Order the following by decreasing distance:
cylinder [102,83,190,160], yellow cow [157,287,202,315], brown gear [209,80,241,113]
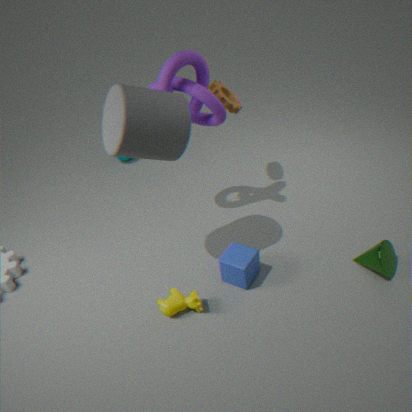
brown gear [209,80,241,113]
yellow cow [157,287,202,315]
cylinder [102,83,190,160]
